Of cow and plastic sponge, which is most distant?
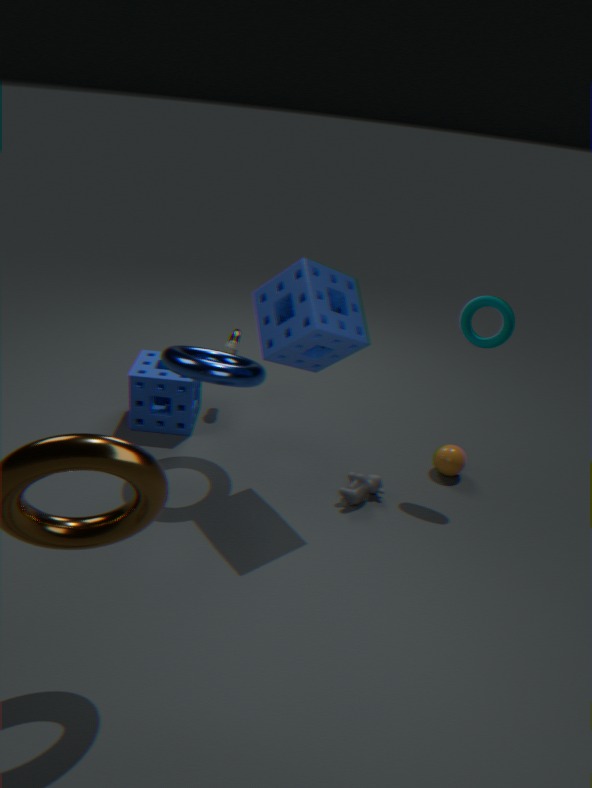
cow
